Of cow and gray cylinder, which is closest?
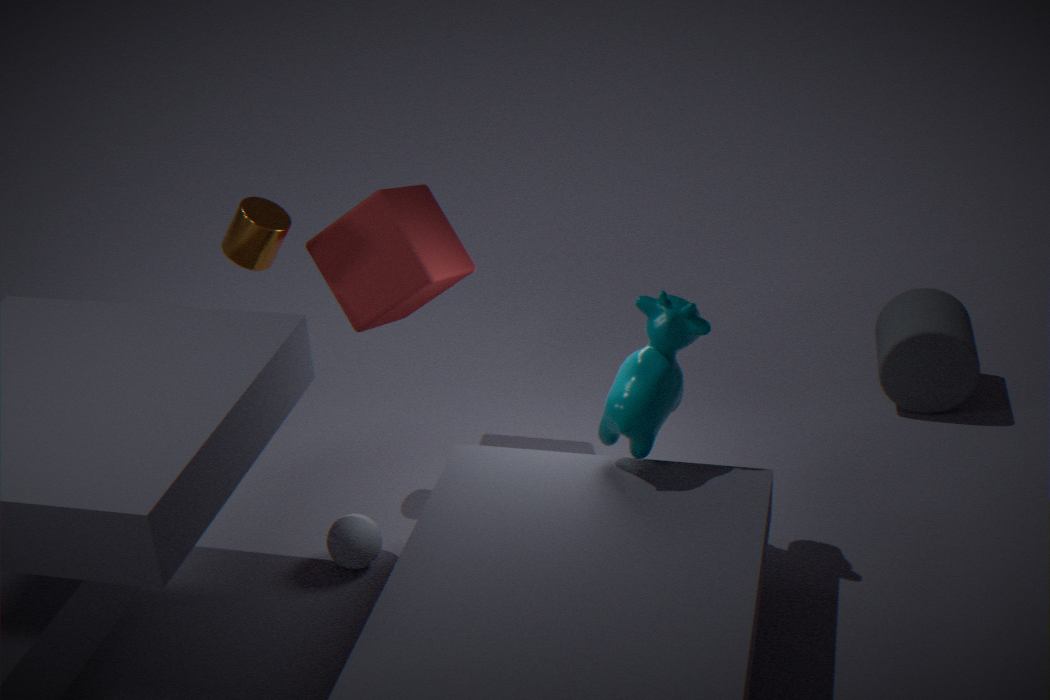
cow
